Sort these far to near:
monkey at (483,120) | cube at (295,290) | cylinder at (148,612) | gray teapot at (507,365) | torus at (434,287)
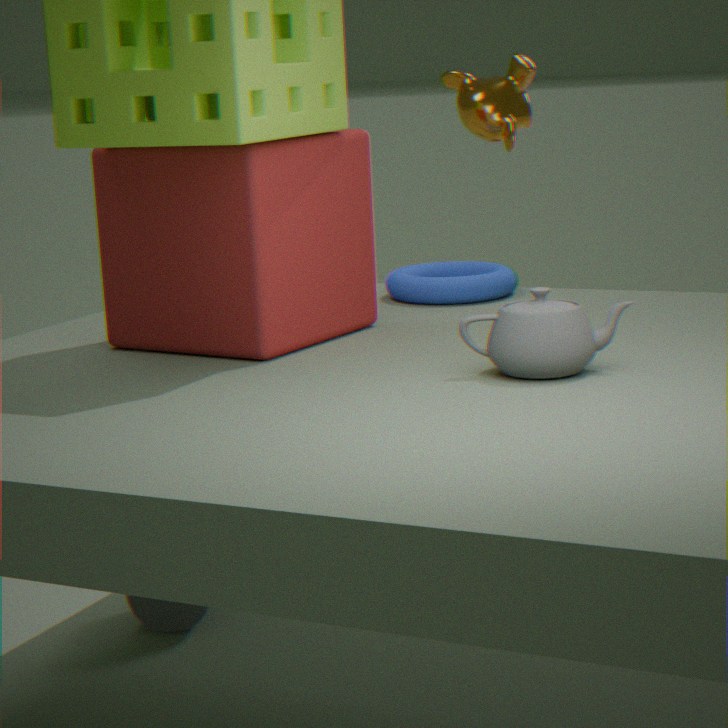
1. monkey at (483,120)
2. cylinder at (148,612)
3. torus at (434,287)
4. cube at (295,290)
5. gray teapot at (507,365)
